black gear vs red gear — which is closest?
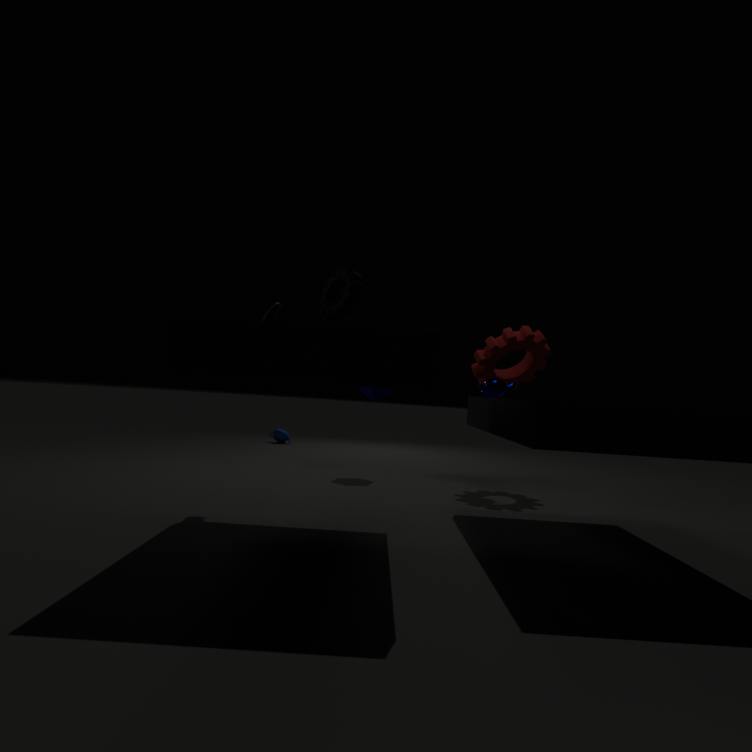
black gear
